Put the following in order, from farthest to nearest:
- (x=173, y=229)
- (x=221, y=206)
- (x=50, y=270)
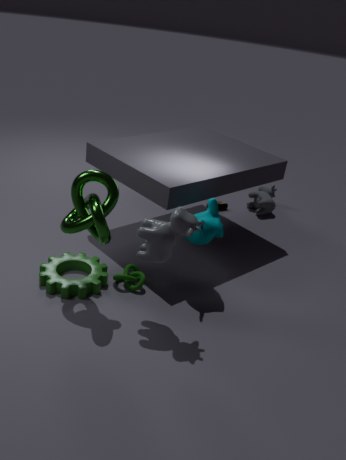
Answer: (x=221, y=206), (x=50, y=270), (x=173, y=229)
